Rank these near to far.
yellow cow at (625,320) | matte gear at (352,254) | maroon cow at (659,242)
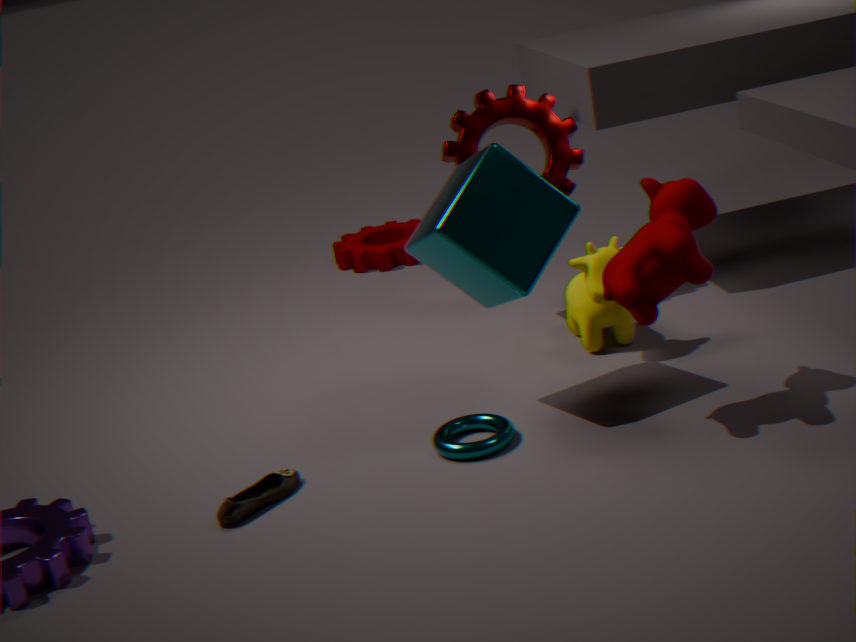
maroon cow at (659,242), yellow cow at (625,320), matte gear at (352,254)
